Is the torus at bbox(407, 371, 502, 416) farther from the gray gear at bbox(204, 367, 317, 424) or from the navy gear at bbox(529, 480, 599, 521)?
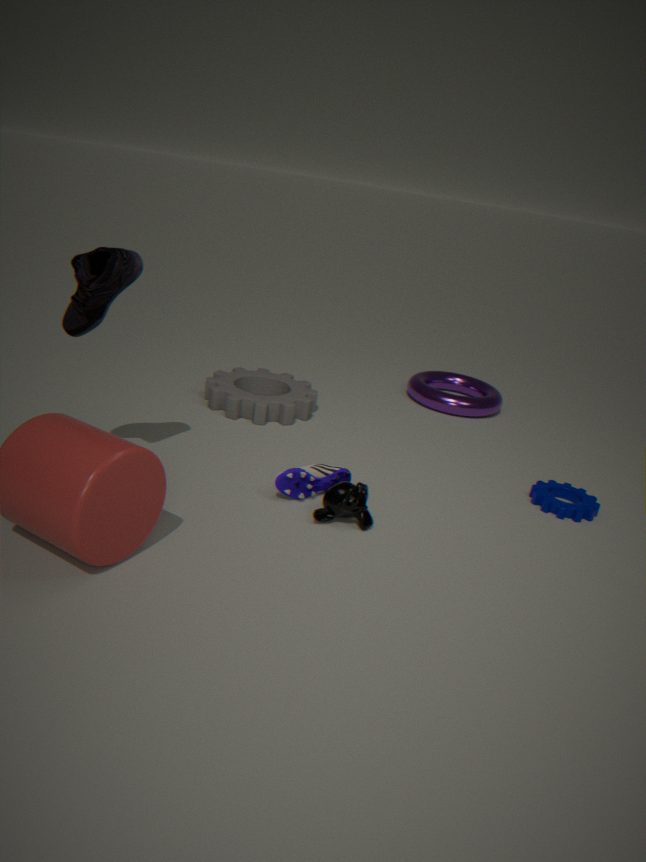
the navy gear at bbox(529, 480, 599, 521)
